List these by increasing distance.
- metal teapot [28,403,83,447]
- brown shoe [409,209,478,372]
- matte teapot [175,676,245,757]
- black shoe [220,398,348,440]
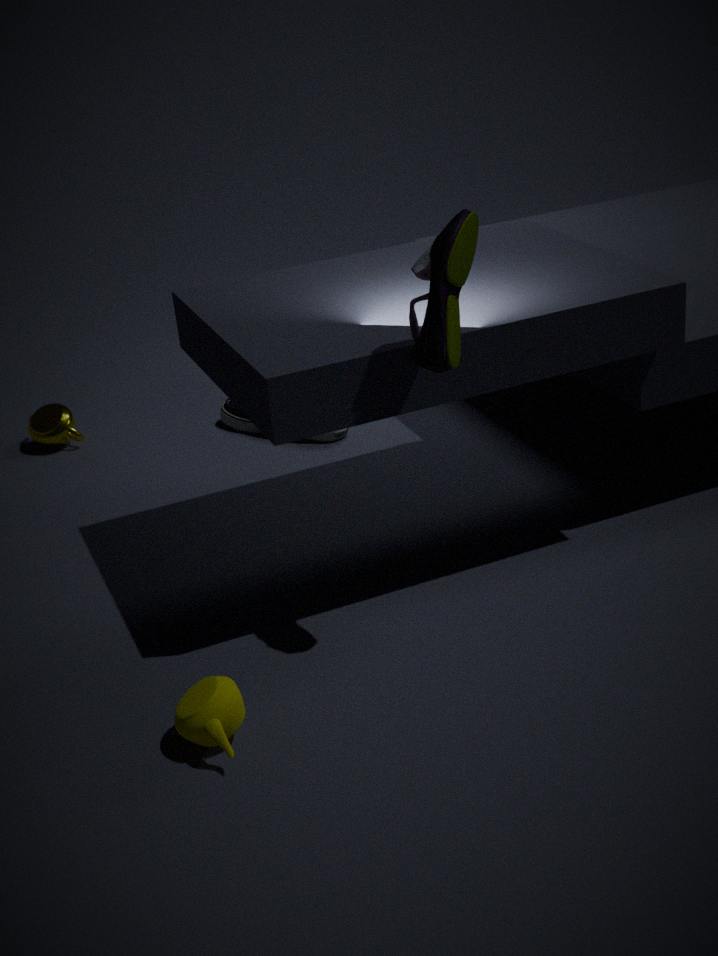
matte teapot [175,676,245,757]
brown shoe [409,209,478,372]
black shoe [220,398,348,440]
metal teapot [28,403,83,447]
